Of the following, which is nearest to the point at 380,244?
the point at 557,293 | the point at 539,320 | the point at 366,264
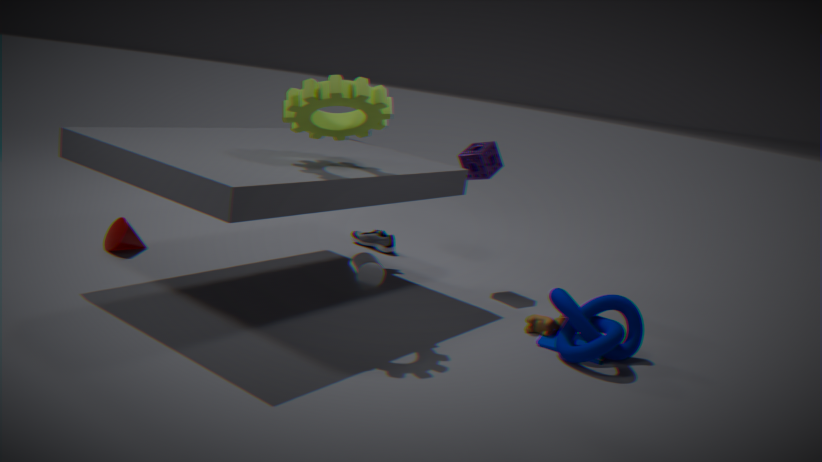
the point at 366,264
